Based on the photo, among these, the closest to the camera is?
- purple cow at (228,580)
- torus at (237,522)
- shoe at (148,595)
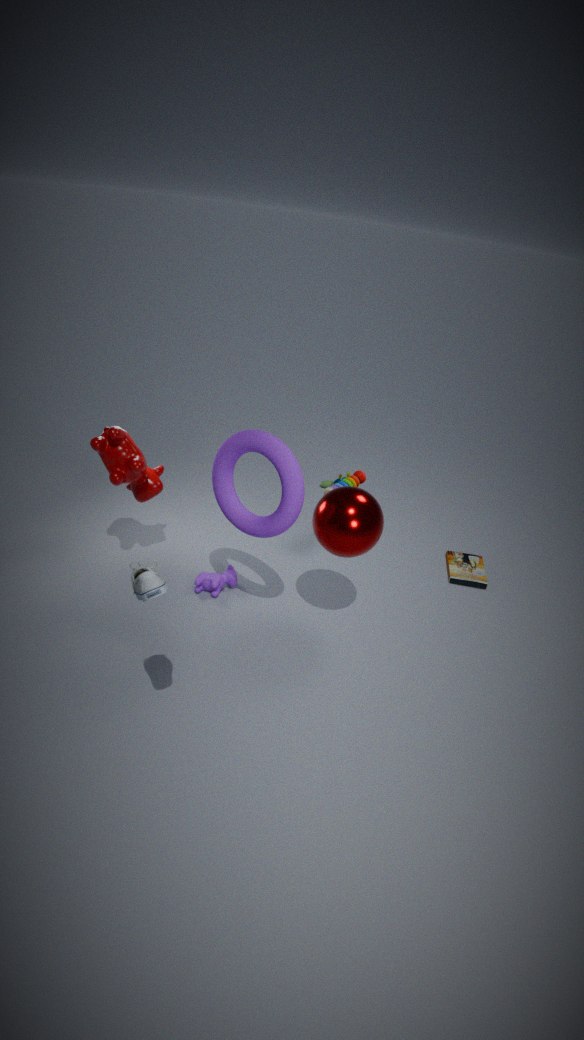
shoe at (148,595)
